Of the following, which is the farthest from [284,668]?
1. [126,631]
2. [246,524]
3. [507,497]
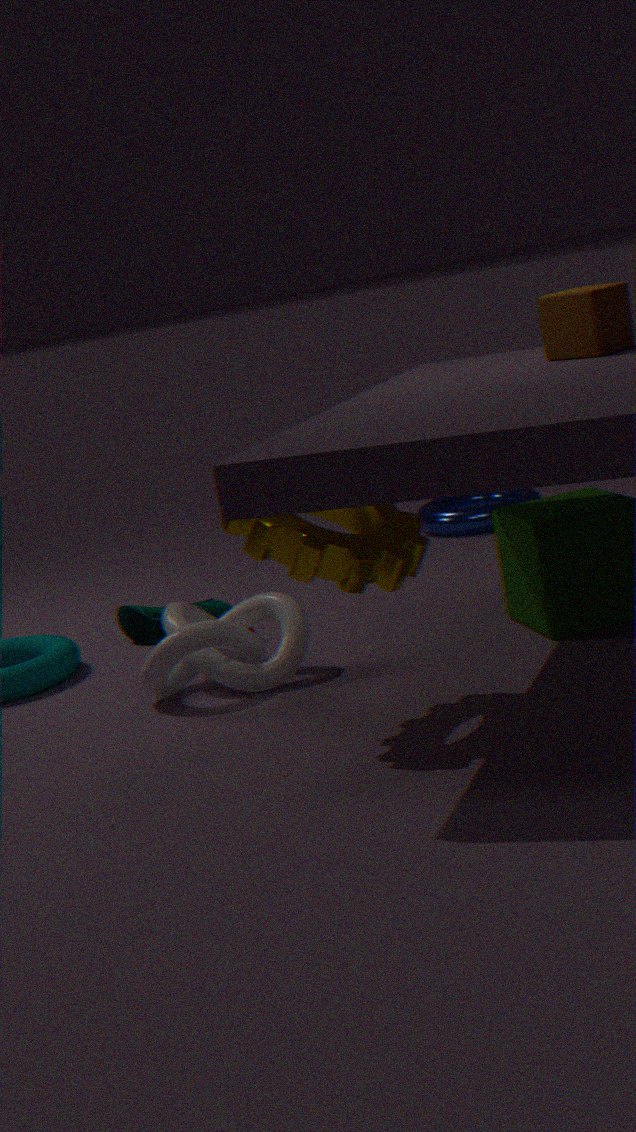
[507,497]
